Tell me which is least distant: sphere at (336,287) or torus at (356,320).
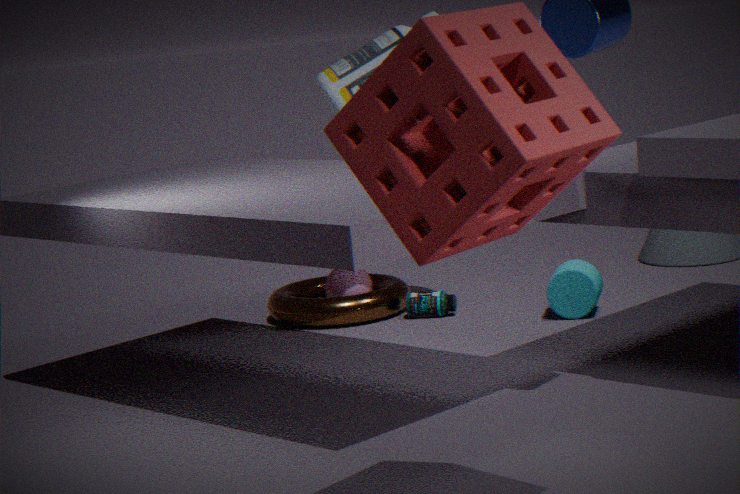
torus at (356,320)
